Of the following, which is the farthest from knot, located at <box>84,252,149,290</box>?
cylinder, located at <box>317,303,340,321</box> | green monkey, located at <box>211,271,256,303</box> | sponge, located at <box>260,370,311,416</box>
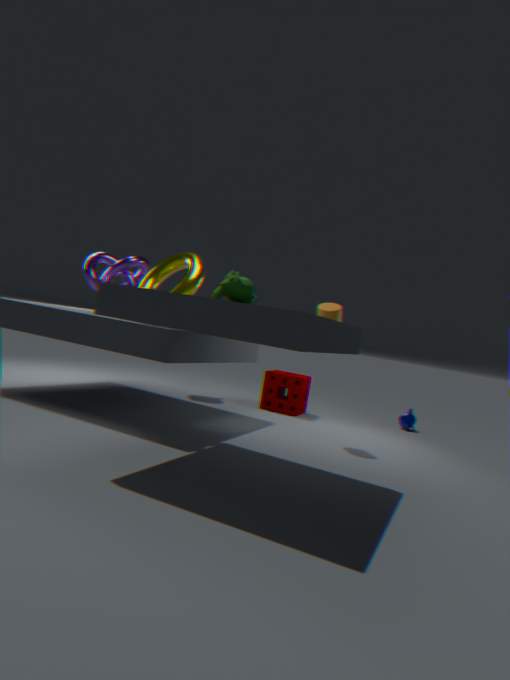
green monkey, located at <box>211,271,256,303</box>
